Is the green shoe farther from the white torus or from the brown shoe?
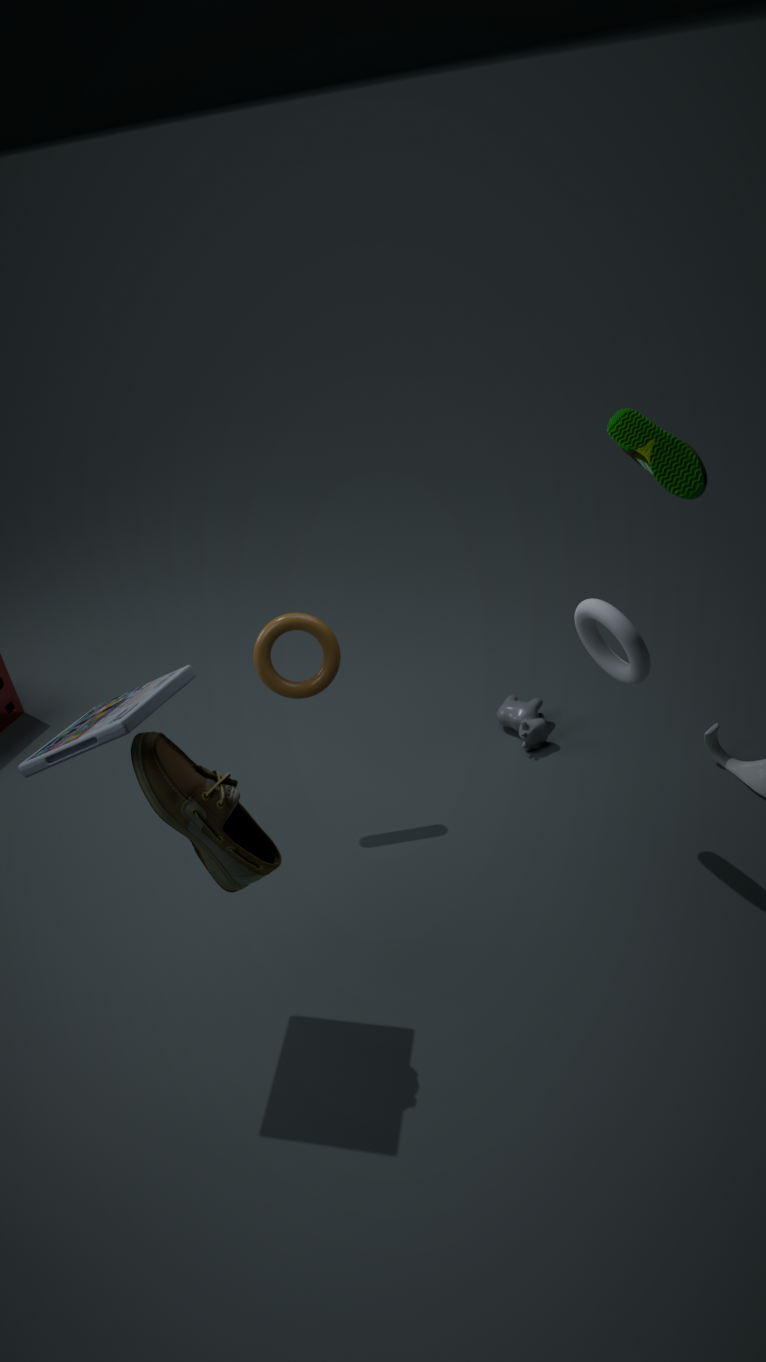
the brown shoe
